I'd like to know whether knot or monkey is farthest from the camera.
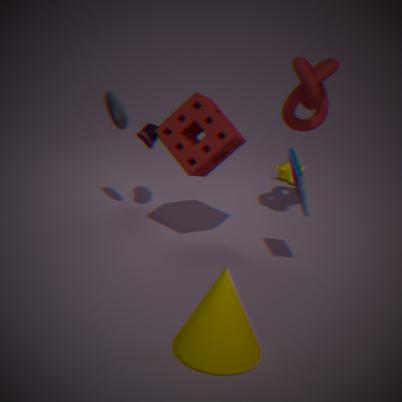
monkey
